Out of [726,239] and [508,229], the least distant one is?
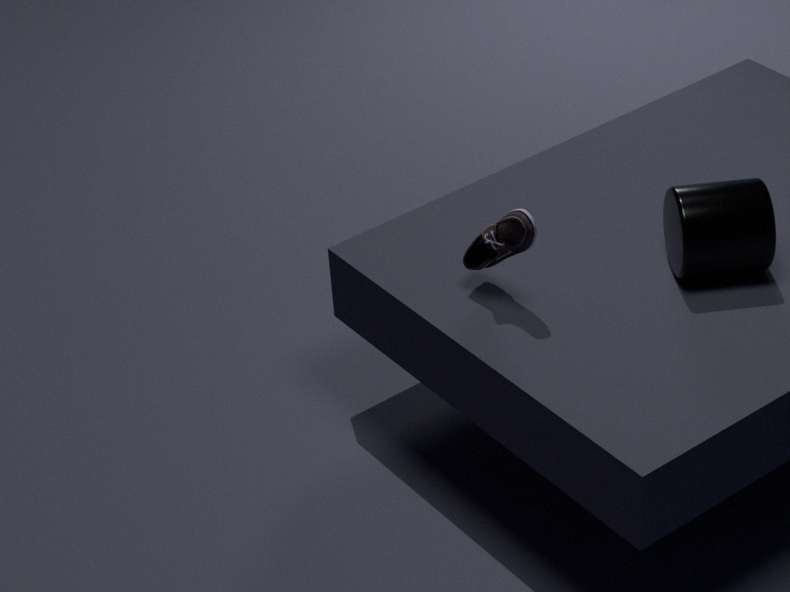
[508,229]
